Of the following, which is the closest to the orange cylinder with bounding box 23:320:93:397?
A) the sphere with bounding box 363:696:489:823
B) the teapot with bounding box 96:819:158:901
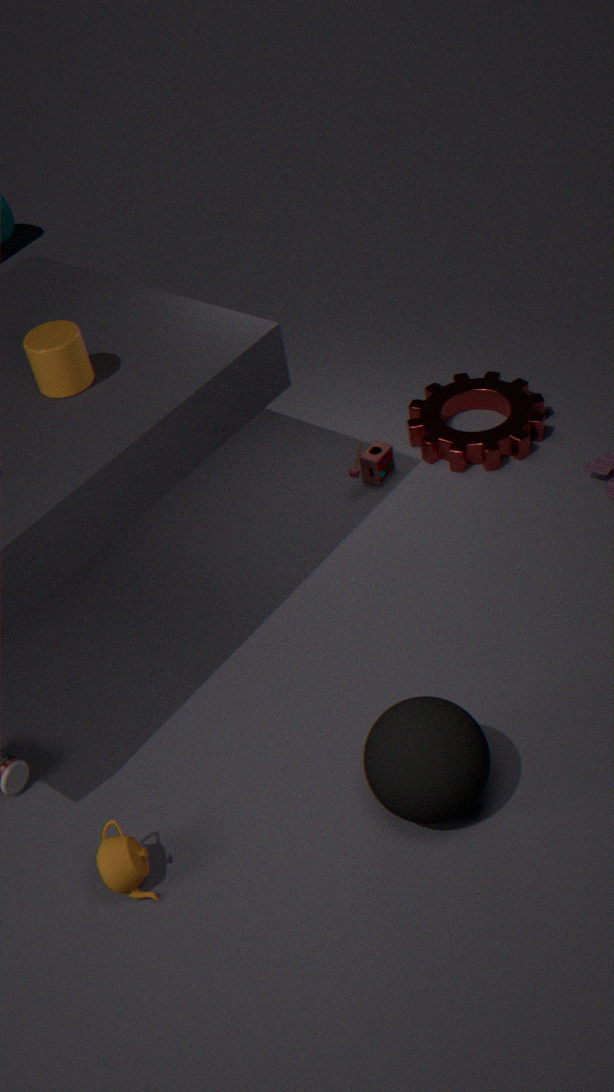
the teapot with bounding box 96:819:158:901
